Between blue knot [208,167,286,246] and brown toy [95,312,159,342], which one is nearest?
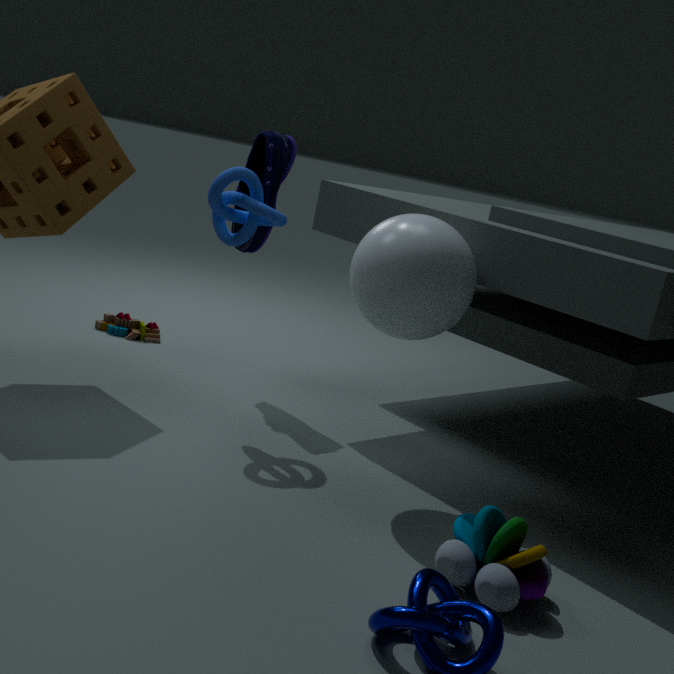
blue knot [208,167,286,246]
